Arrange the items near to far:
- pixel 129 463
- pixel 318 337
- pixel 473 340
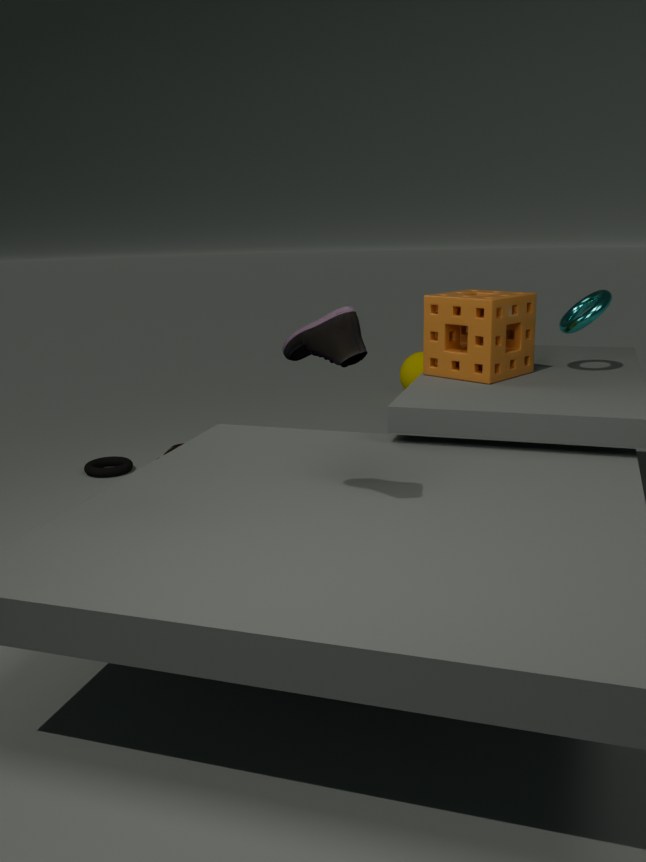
pixel 318 337
pixel 473 340
pixel 129 463
